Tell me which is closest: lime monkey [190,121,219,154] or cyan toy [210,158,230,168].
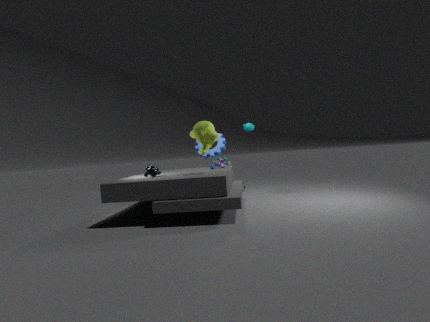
lime monkey [190,121,219,154]
